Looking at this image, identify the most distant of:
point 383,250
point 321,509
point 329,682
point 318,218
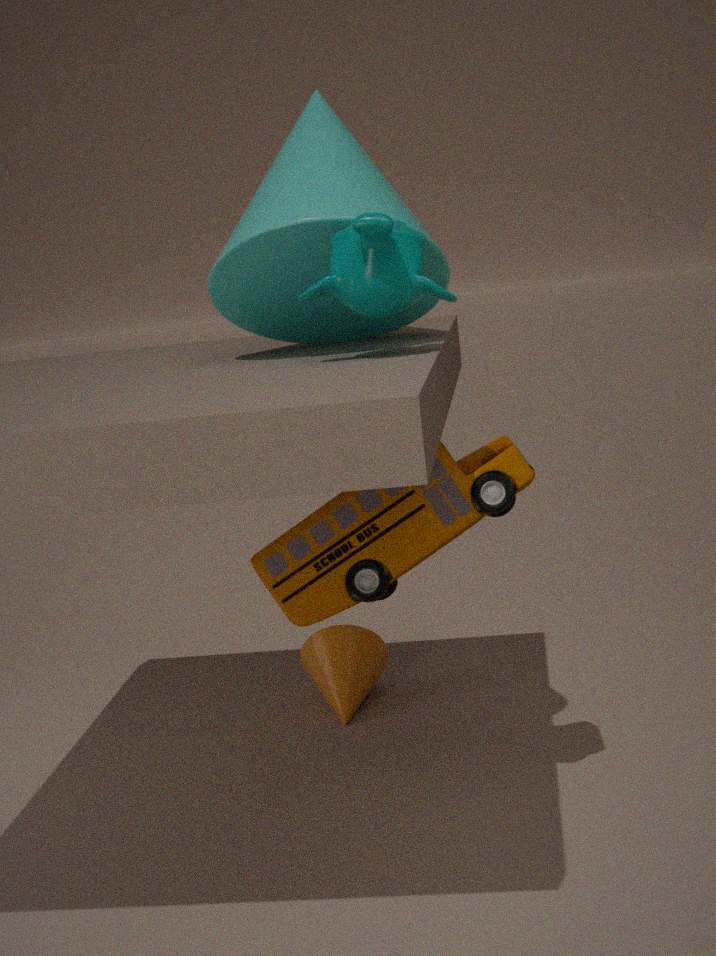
point 329,682
